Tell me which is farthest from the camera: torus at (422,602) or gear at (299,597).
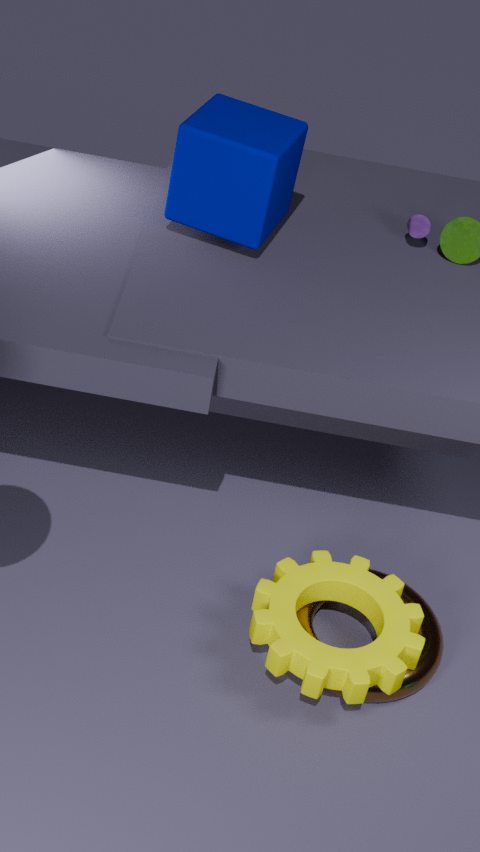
torus at (422,602)
